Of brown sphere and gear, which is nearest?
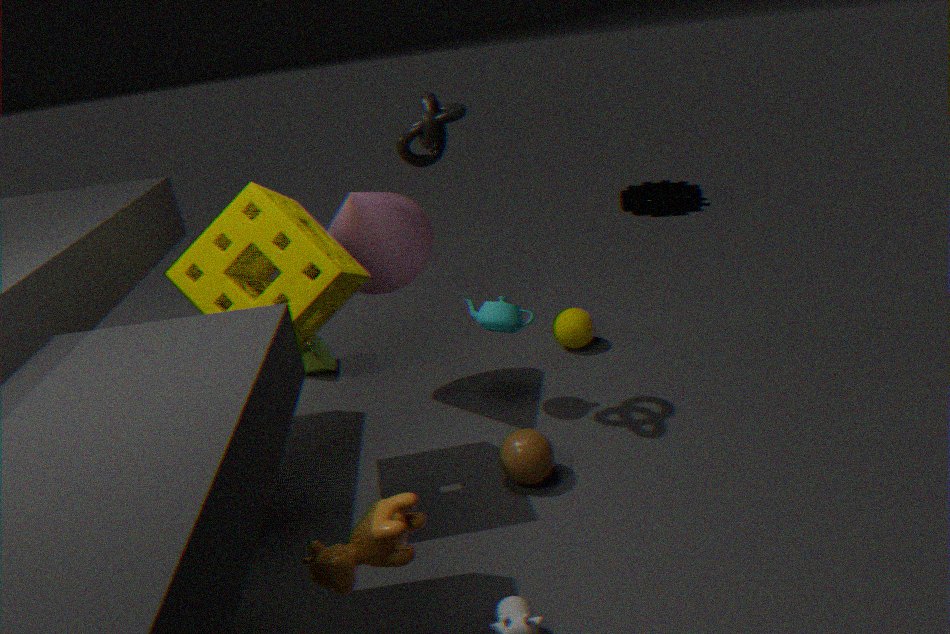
brown sphere
